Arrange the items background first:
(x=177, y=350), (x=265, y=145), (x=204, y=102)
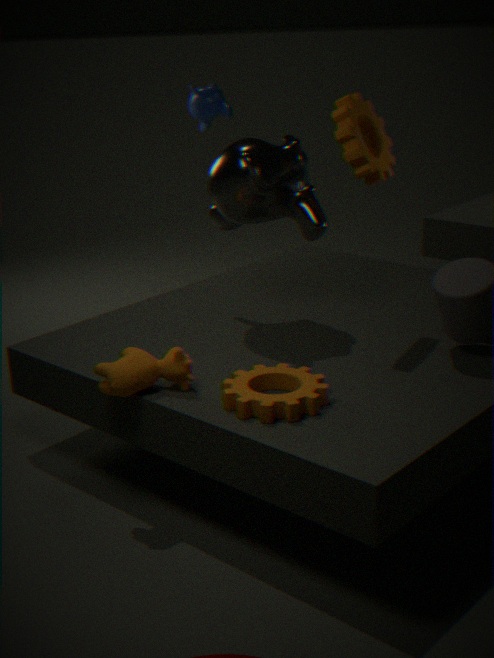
(x=204, y=102) < (x=265, y=145) < (x=177, y=350)
